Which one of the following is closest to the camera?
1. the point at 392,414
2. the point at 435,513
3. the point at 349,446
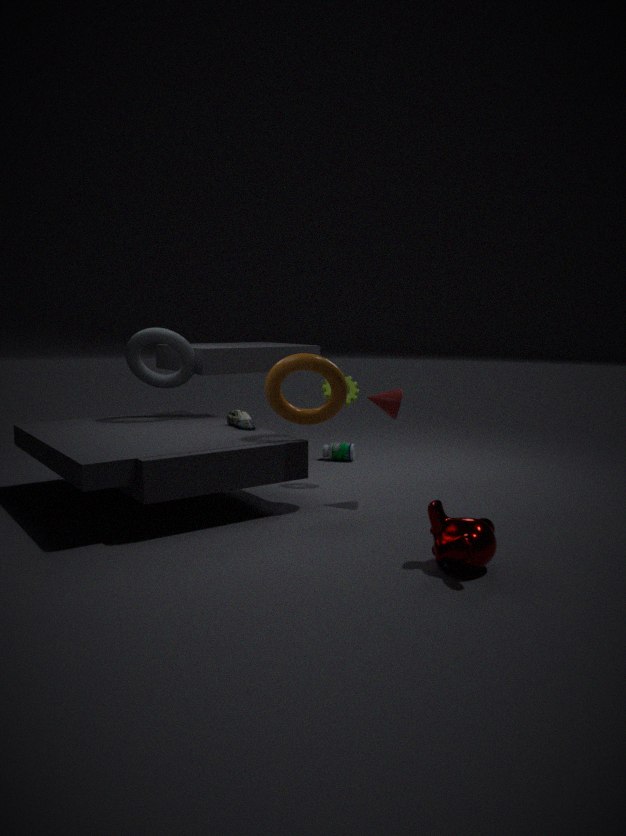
the point at 435,513
